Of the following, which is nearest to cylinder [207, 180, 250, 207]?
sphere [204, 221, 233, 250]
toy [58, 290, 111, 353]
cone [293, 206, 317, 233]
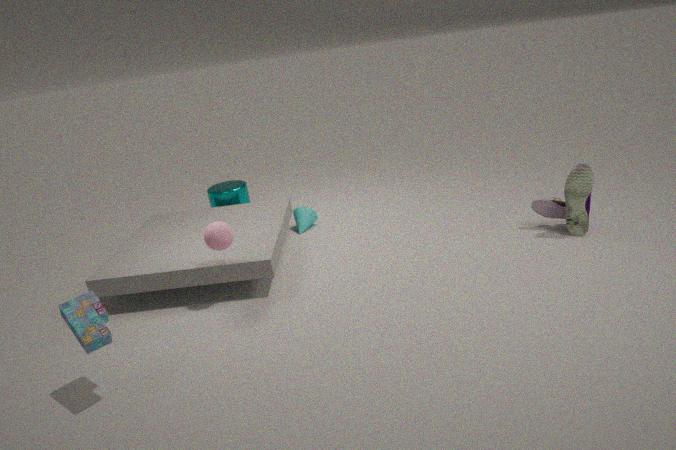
cone [293, 206, 317, 233]
